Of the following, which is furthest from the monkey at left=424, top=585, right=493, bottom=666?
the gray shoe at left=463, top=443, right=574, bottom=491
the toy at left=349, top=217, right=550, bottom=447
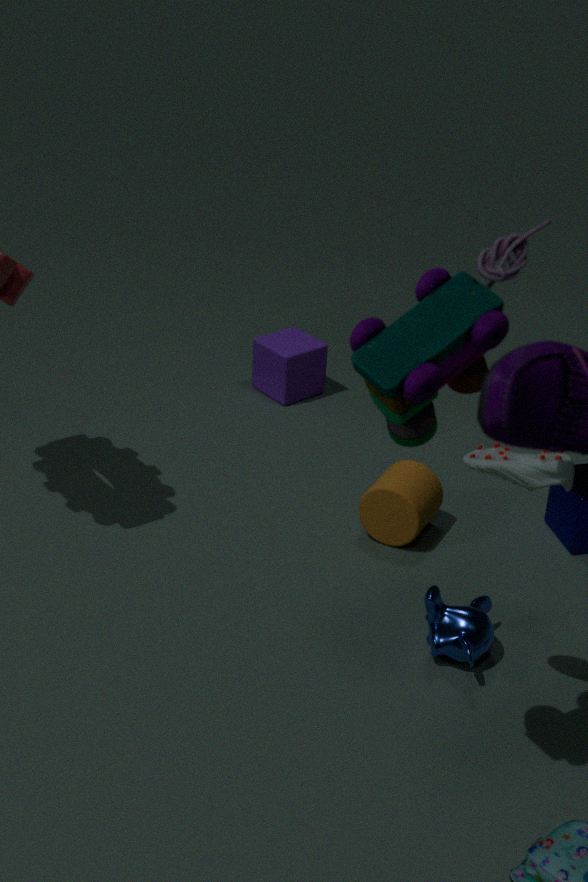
the toy at left=349, top=217, right=550, bottom=447
